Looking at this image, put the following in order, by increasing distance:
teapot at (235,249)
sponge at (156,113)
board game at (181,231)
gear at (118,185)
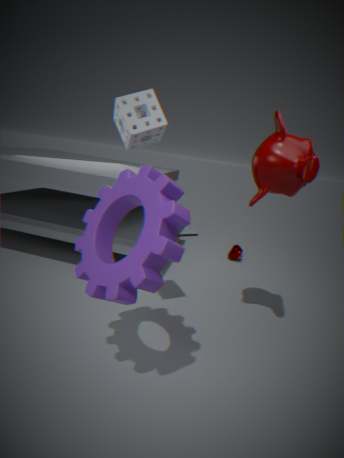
gear at (118,185)
sponge at (156,113)
teapot at (235,249)
board game at (181,231)
